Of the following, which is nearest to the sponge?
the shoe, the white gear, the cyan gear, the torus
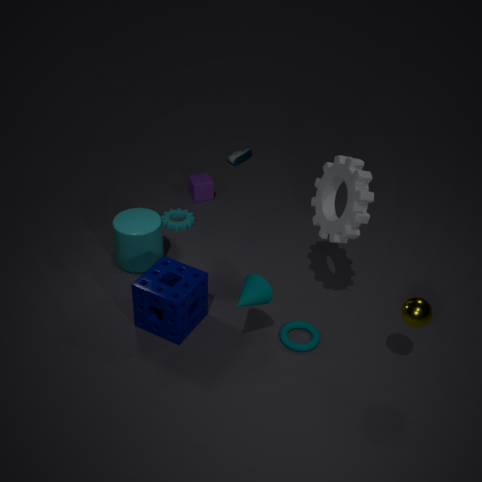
the torus
